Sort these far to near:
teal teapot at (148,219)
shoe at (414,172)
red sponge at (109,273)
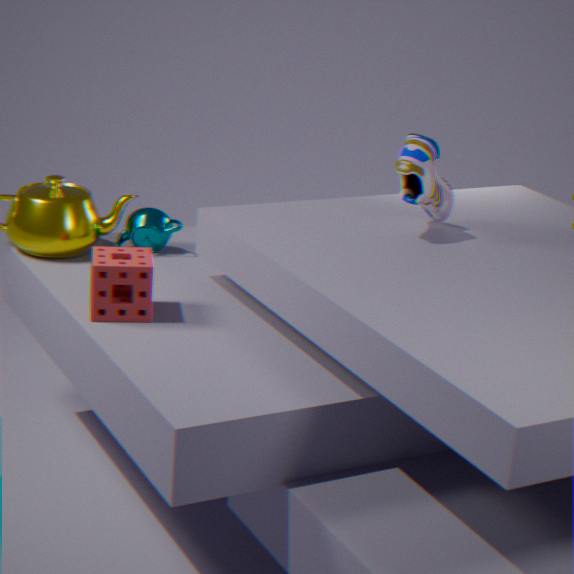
teal teapot at (148,219) → shoe at (414,172) → red sponge at (109,273)
